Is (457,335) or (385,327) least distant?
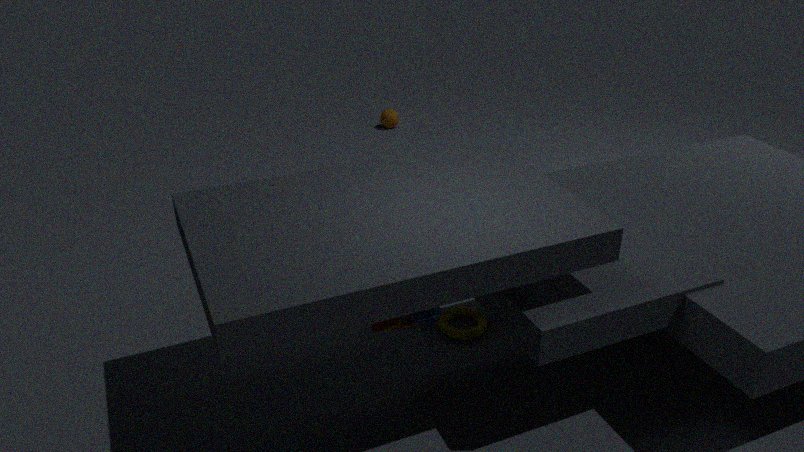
(385,327)
